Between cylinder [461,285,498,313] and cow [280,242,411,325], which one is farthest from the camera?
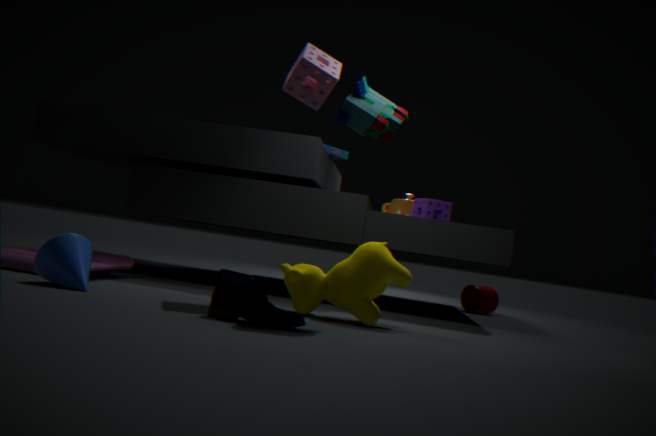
cylinder [461,285,498,313]
